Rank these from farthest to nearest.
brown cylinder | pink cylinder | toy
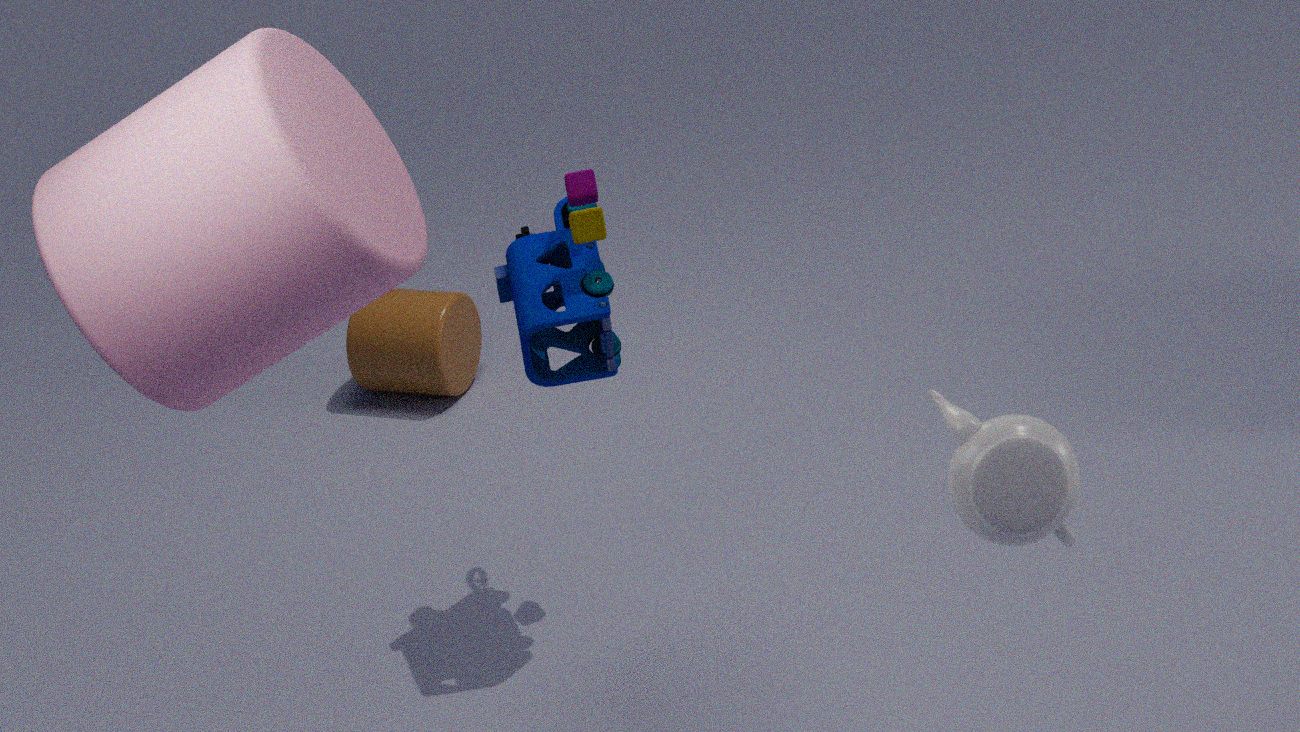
brown cylinder, toy, pink cylinder
